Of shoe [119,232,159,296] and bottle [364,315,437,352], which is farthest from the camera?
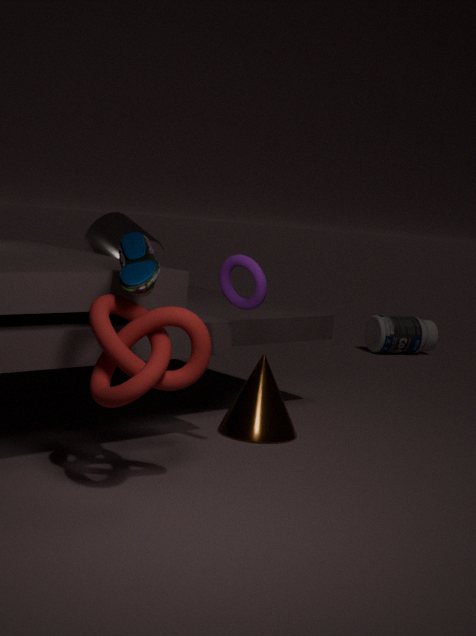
bottle [364,315,437,352]
